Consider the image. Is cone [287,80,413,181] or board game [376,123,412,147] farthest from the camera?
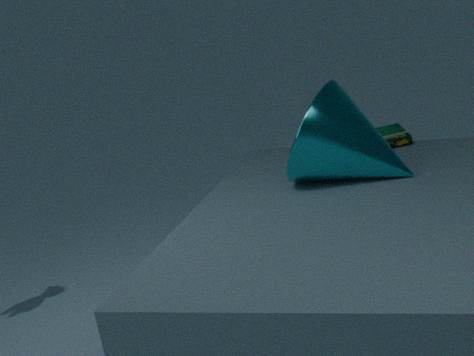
board game [376,123,412,147]
